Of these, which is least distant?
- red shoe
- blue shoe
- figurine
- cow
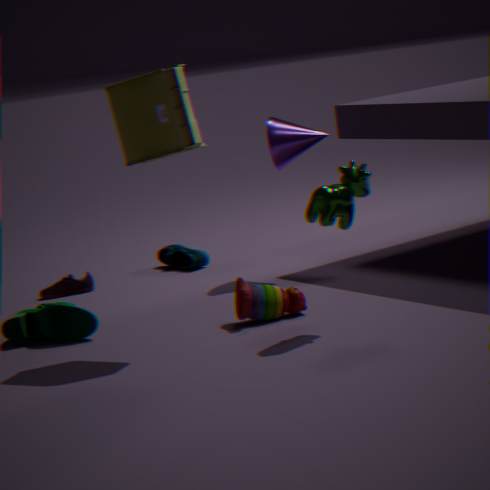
cow
